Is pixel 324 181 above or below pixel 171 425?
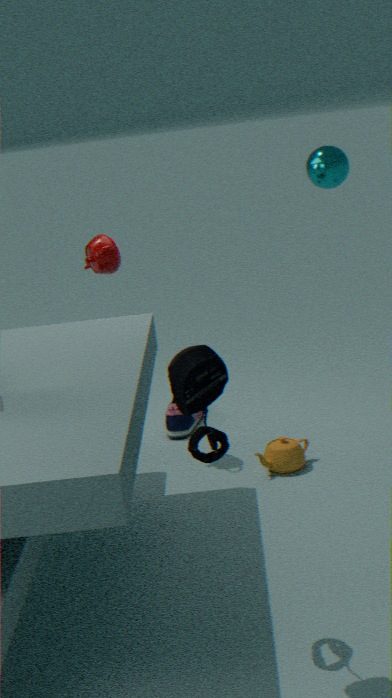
above
